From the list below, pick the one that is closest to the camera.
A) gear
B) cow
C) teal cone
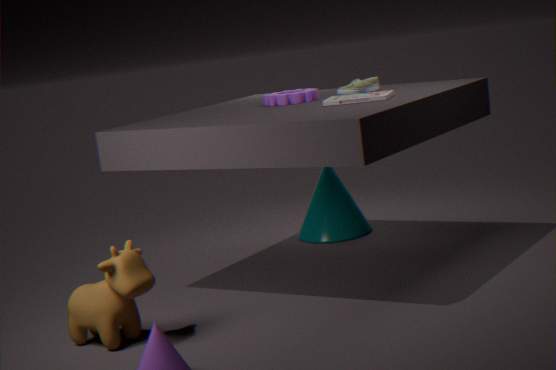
cow
